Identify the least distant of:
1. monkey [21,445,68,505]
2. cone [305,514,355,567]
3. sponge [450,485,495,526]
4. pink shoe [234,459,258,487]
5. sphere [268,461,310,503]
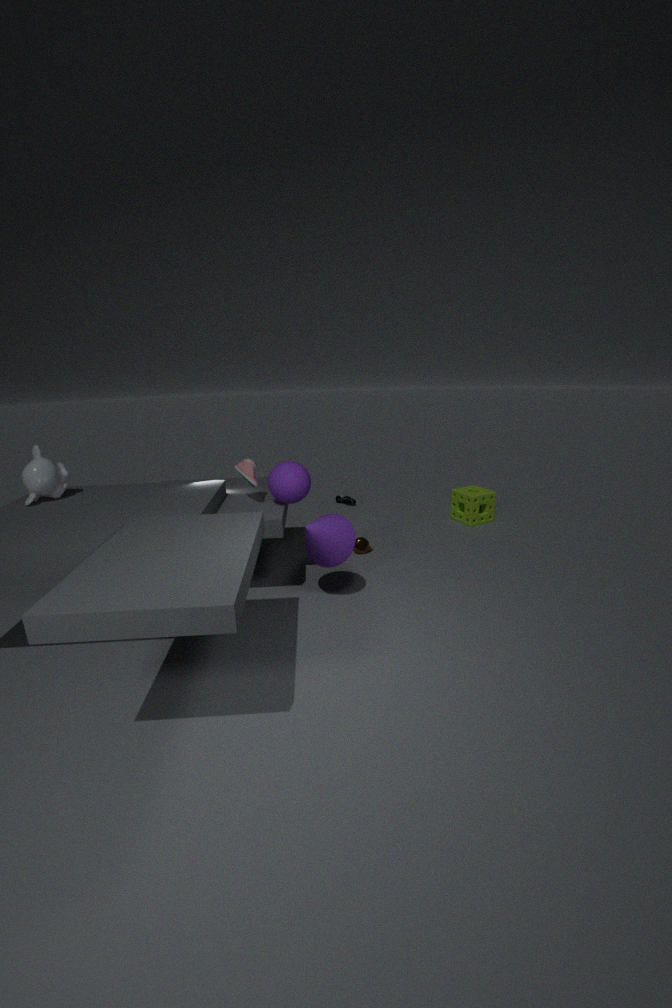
cone [305,514,355,567]
